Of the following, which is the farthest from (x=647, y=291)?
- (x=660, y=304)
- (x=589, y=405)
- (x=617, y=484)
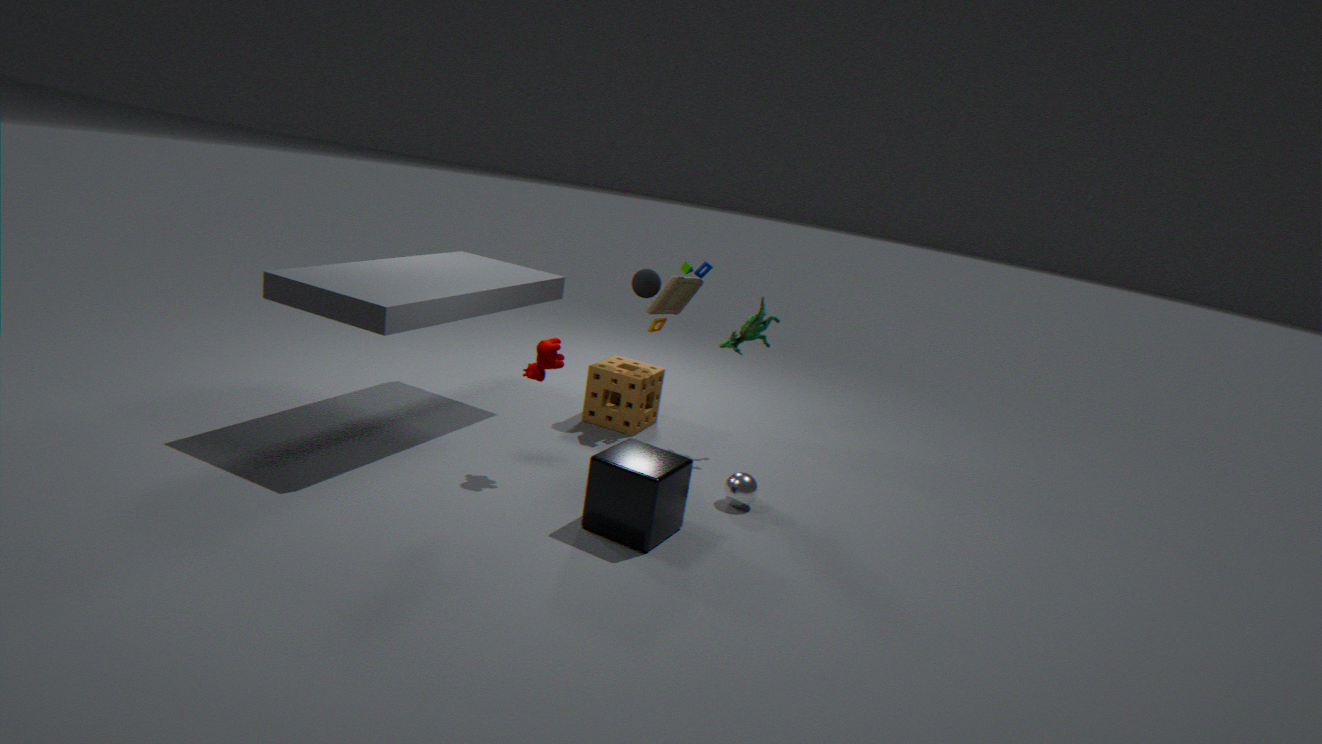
(x=617, y=484)
